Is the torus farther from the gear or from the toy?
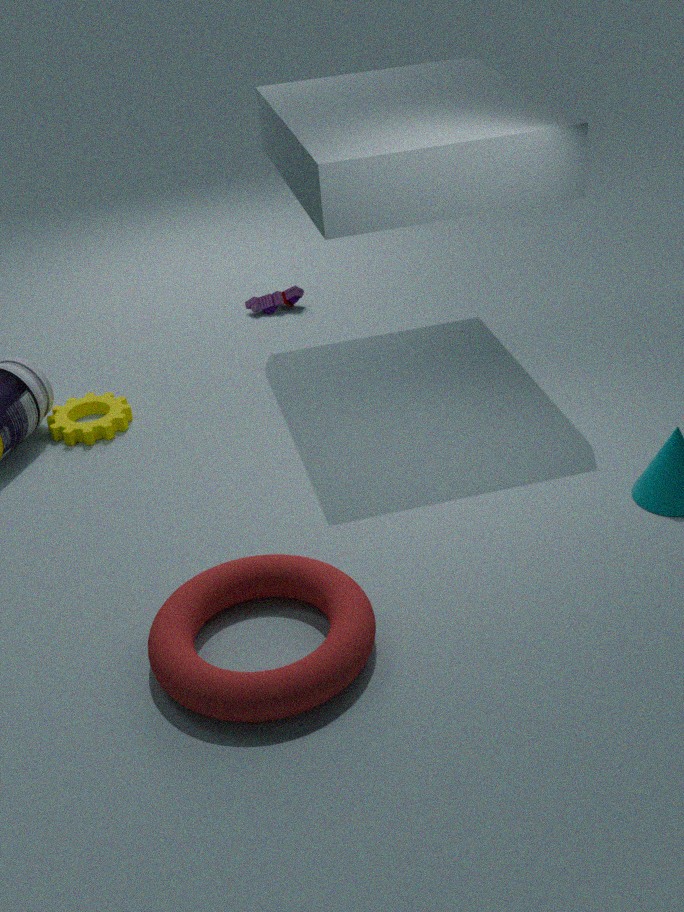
the toy
